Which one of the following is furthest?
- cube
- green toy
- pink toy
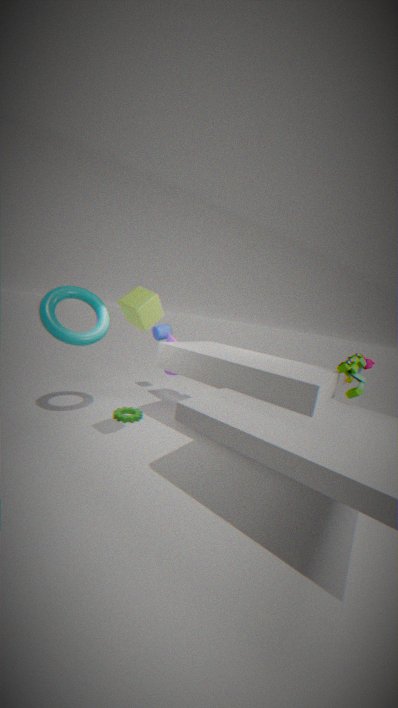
pink toy
